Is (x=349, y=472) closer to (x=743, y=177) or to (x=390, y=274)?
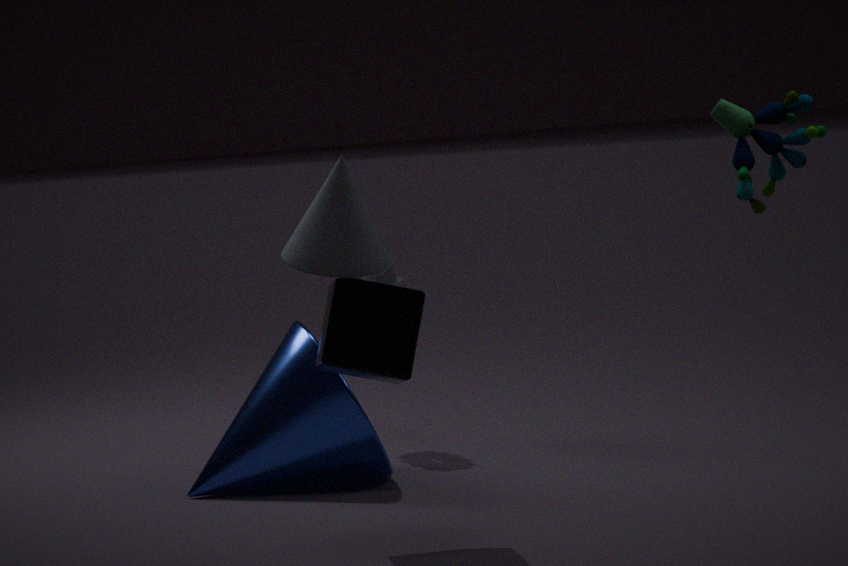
(x=390, y=274)
